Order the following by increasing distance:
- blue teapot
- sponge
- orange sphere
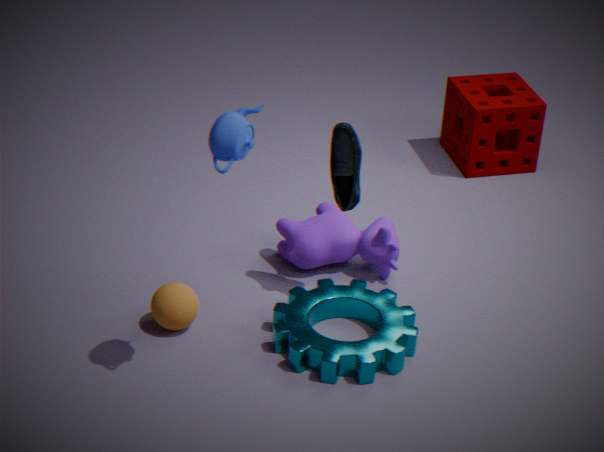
blue teapot → orange sphere → sponge
